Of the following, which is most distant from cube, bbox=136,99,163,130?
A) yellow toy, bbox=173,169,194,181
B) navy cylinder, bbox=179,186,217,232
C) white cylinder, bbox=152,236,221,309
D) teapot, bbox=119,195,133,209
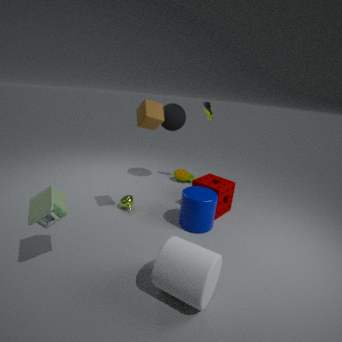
yellow toy, bbox=173,169,194,181
